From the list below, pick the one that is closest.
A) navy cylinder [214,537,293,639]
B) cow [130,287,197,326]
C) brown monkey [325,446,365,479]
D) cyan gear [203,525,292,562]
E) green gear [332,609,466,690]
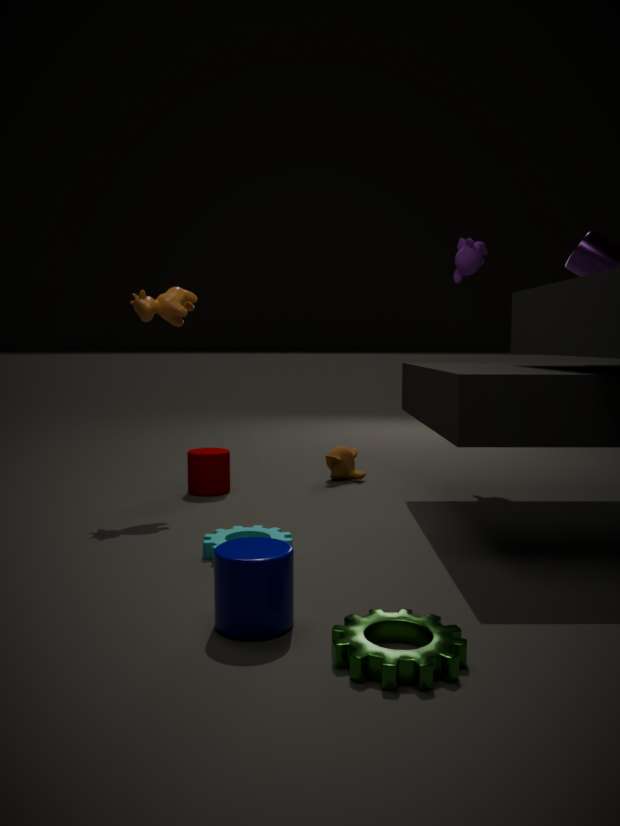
green gear [332,609,466,690]
